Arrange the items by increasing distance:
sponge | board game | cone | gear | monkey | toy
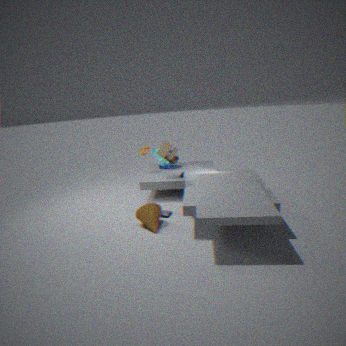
cone → toy → board game → monkey → gear → sponge
